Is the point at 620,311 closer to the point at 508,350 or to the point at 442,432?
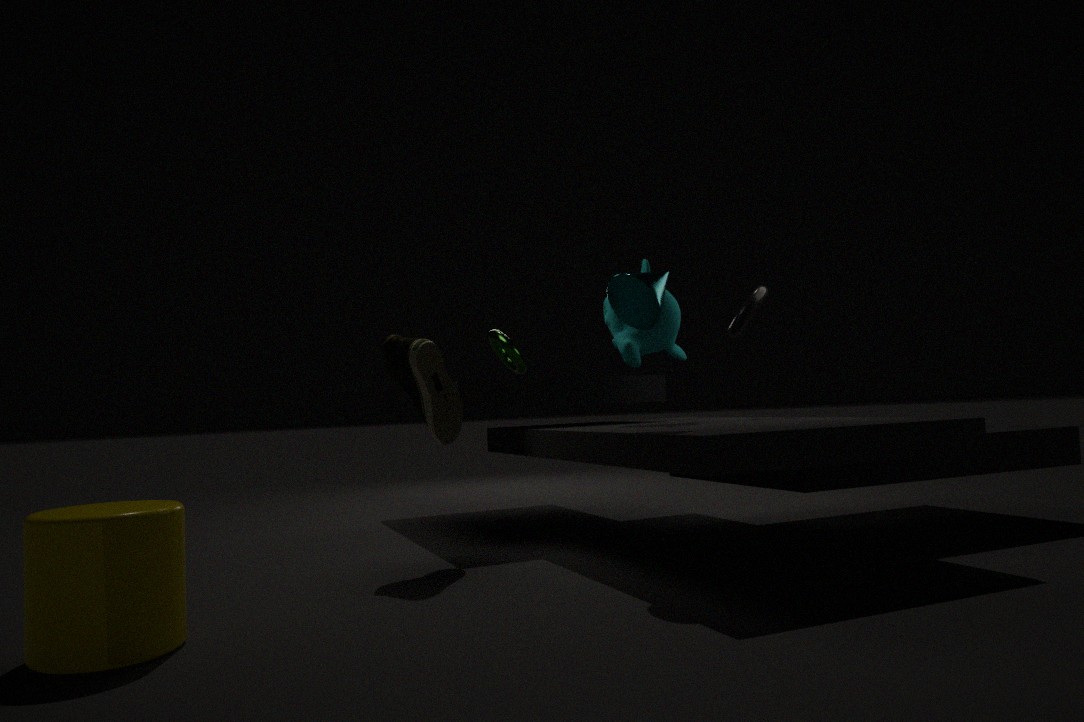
the point at 442,432
